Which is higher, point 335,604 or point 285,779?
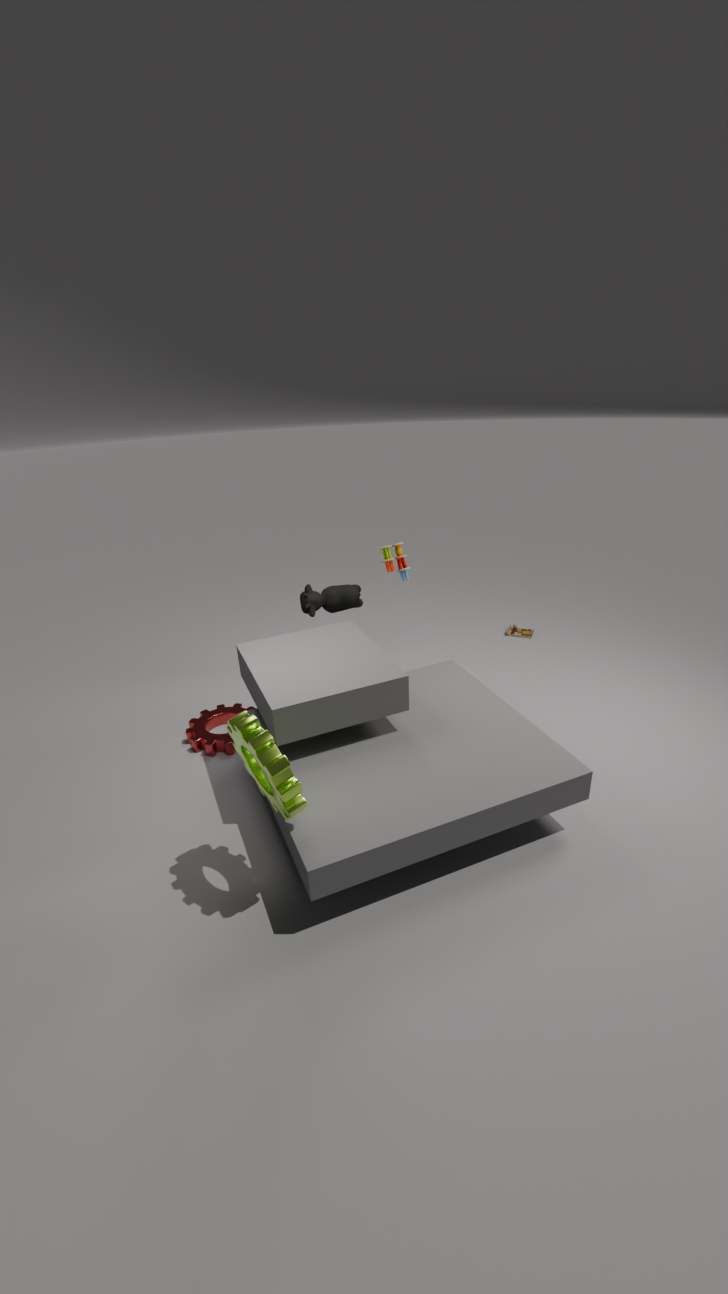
point 335,604
